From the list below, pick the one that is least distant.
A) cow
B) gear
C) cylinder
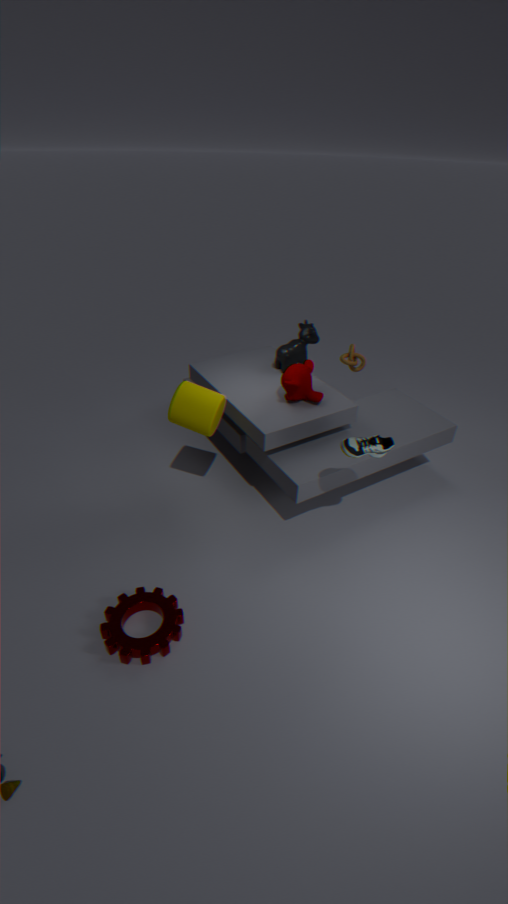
gear
